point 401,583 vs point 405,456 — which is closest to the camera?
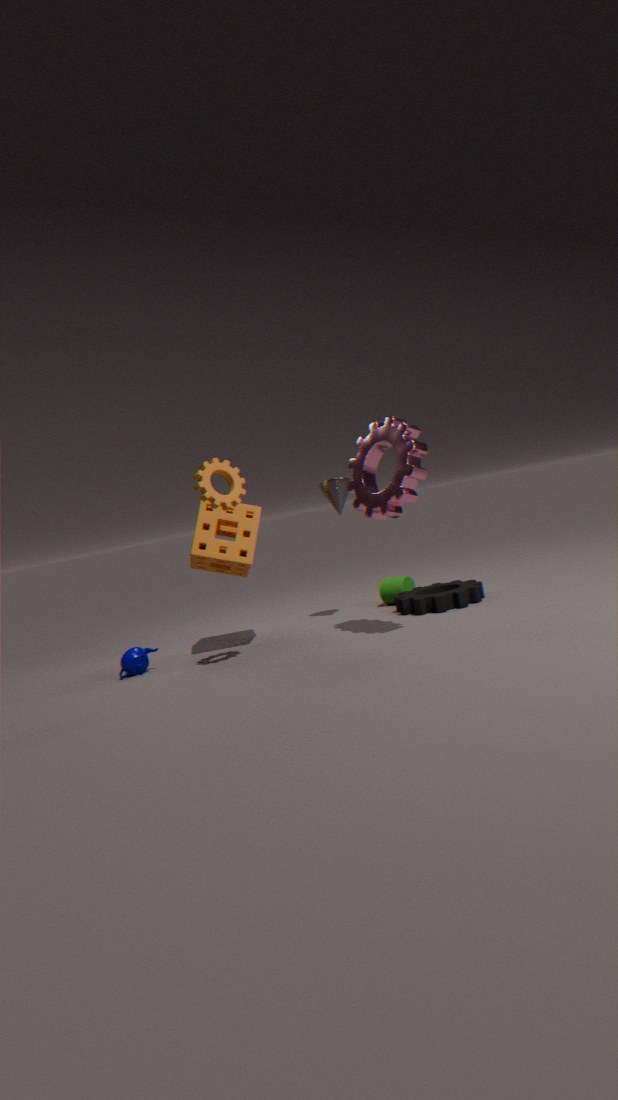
point 405,456
